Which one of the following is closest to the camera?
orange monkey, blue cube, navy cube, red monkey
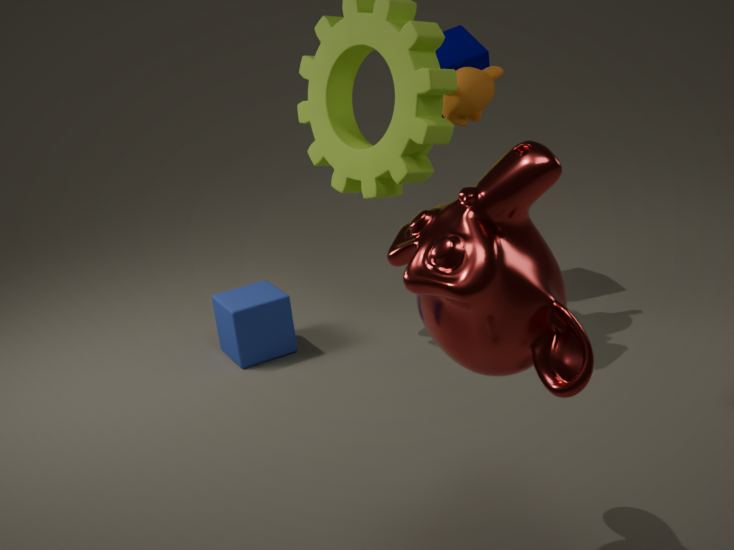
red monkey
